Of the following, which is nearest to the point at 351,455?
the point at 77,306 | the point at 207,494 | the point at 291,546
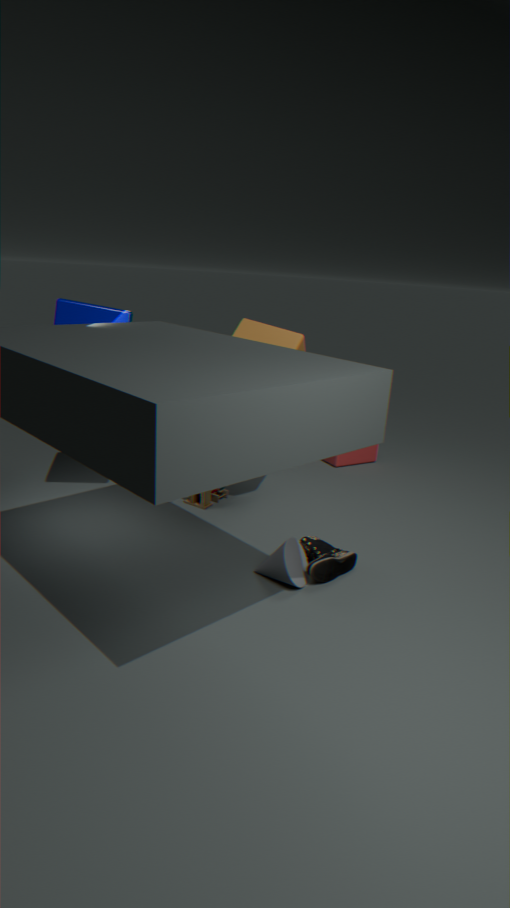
the point at 207,494
